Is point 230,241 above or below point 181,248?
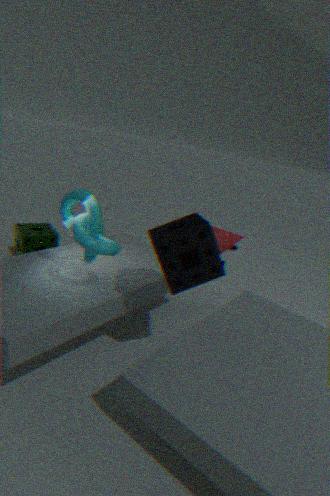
below
